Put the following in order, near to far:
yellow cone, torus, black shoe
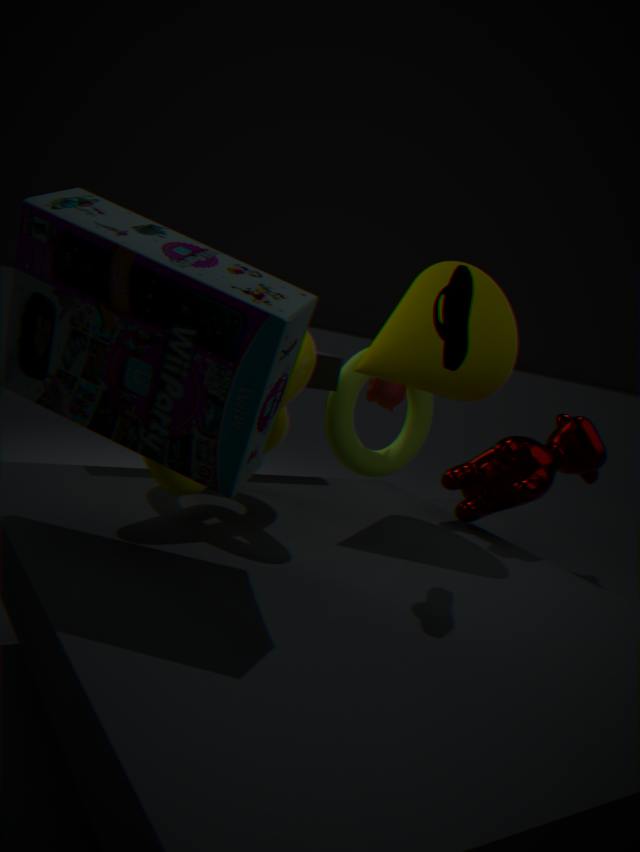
black shoe < yellow cone < torus
